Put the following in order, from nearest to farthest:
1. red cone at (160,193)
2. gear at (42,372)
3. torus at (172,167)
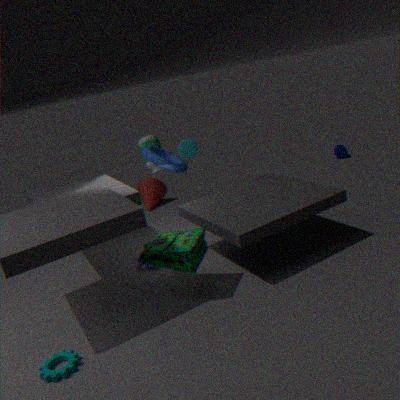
gear at (42,372) < torus at (172,167) < red cone at (160,193)
